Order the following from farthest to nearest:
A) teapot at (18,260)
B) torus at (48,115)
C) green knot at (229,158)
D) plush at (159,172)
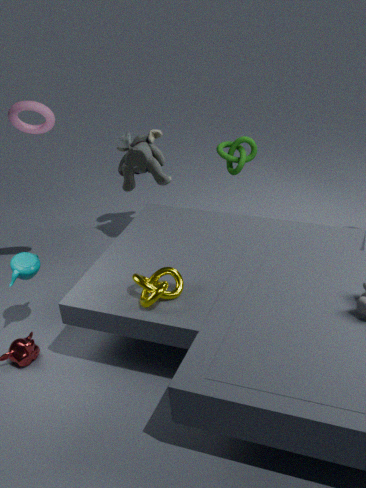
green knot at (229,158) < plush at (159,172) < torus at (48,115) < teapot at (18,260)
